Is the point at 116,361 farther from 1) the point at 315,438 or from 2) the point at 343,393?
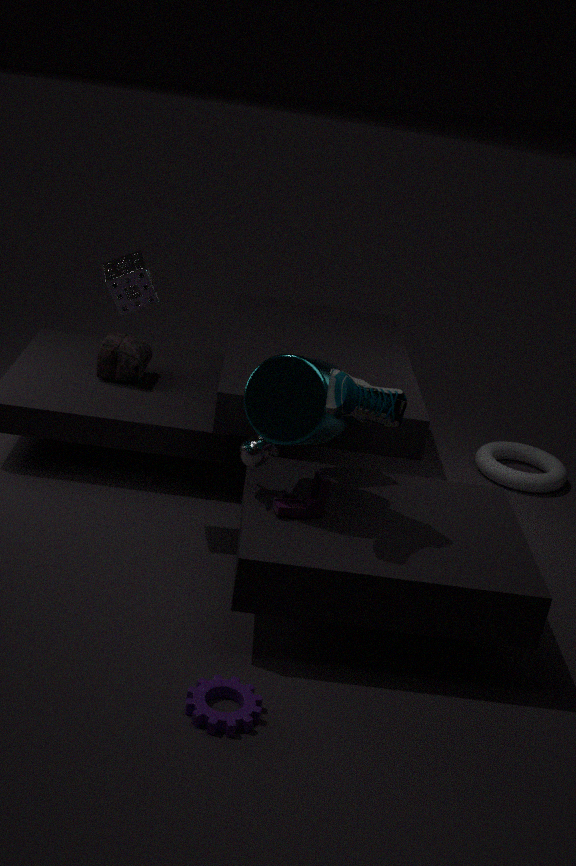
2) the point at 343,393
